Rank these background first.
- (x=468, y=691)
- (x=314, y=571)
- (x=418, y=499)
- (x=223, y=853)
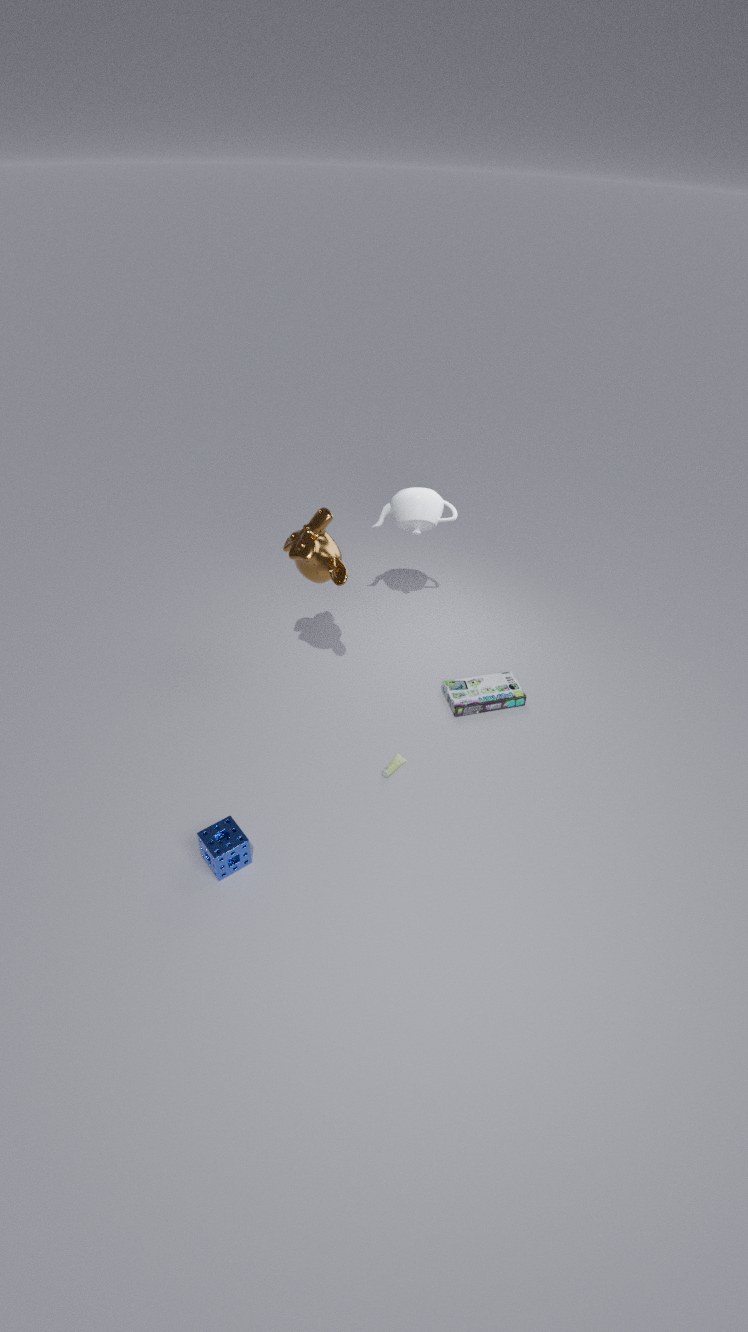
(x=418, y=499) → (x=468, y=691) → (x=314, y=571) → (x=223, y=853)
